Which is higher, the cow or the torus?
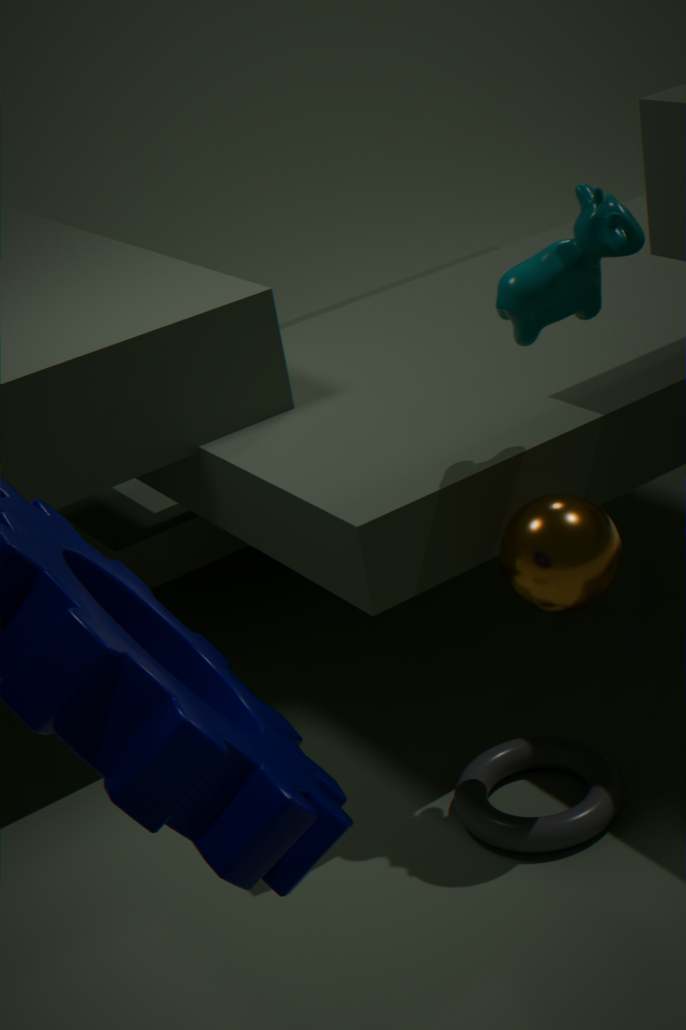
the cow
